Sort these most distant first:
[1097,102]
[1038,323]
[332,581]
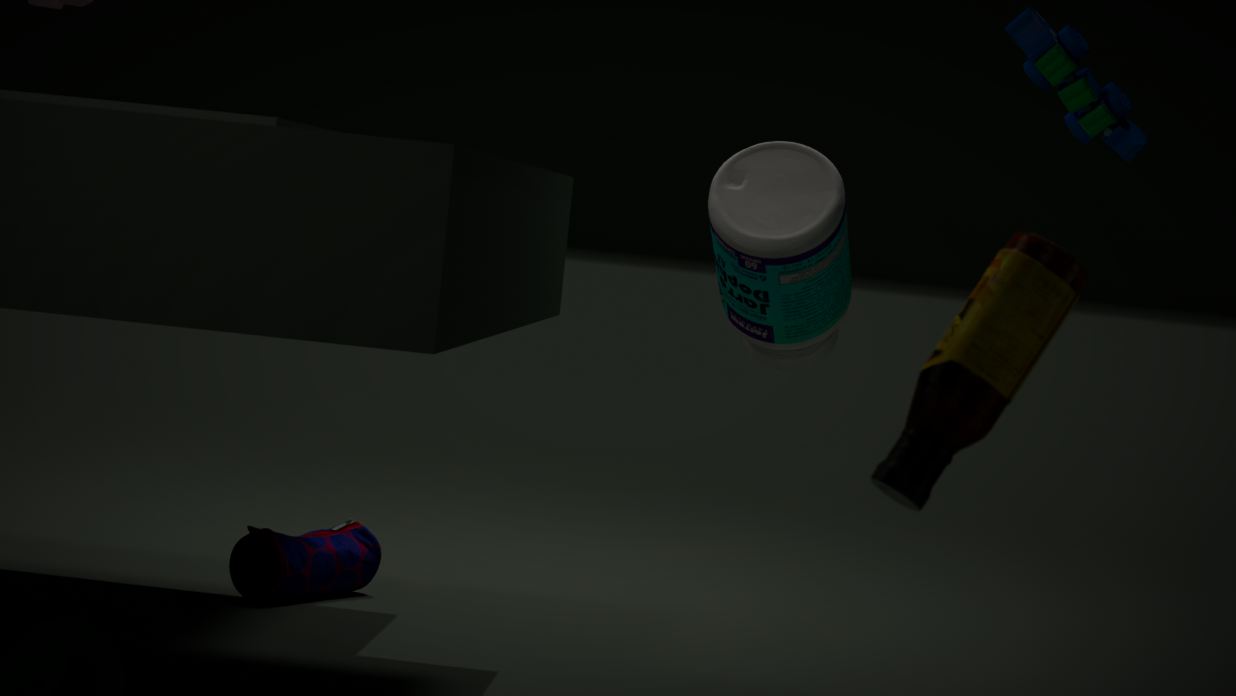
[332,581] → [1097,102] → [1038,323]
